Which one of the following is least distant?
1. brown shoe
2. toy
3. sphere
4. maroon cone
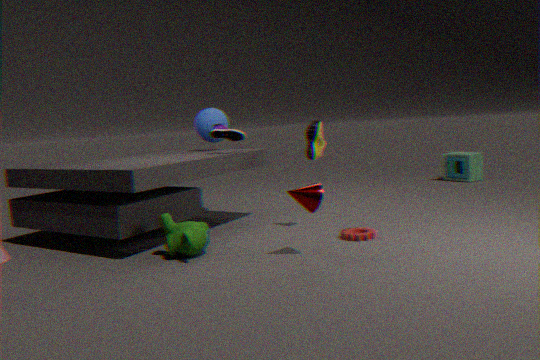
maroon cone
